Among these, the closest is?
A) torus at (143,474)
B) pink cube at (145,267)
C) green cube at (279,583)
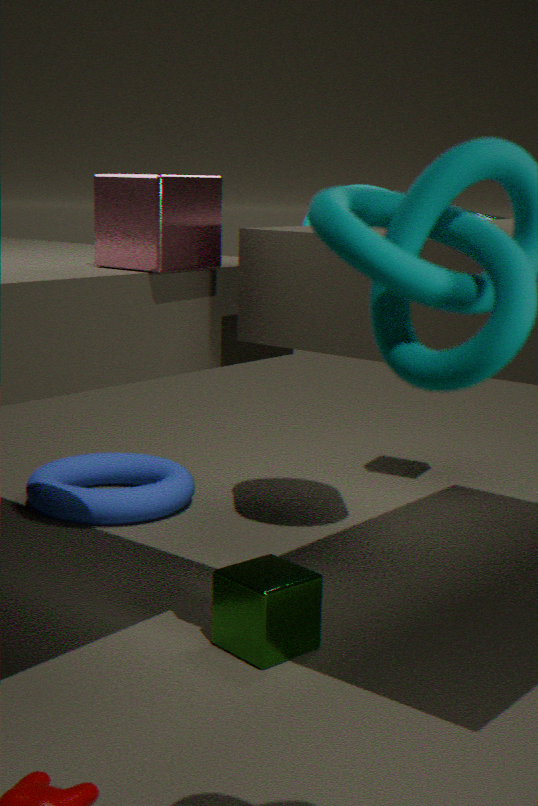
pink cube at (145,267)
